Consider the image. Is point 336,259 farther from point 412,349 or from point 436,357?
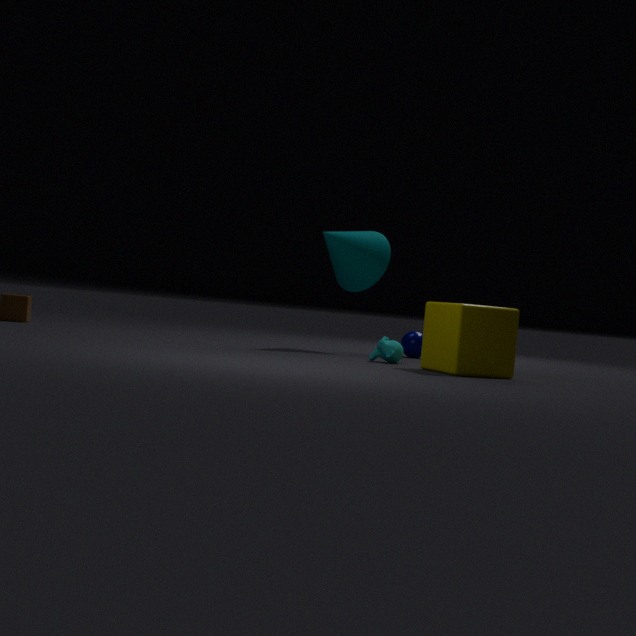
point 436,357
